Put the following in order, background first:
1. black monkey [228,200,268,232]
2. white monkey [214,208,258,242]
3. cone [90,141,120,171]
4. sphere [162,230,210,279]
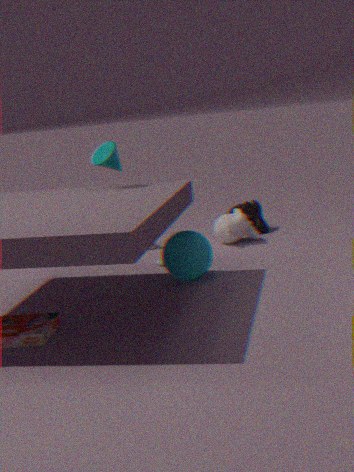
black monkey [228,200,268,232], white monkey [214,208,258,242], cone [90,141,120,171], sphere [162,230,210,279]
